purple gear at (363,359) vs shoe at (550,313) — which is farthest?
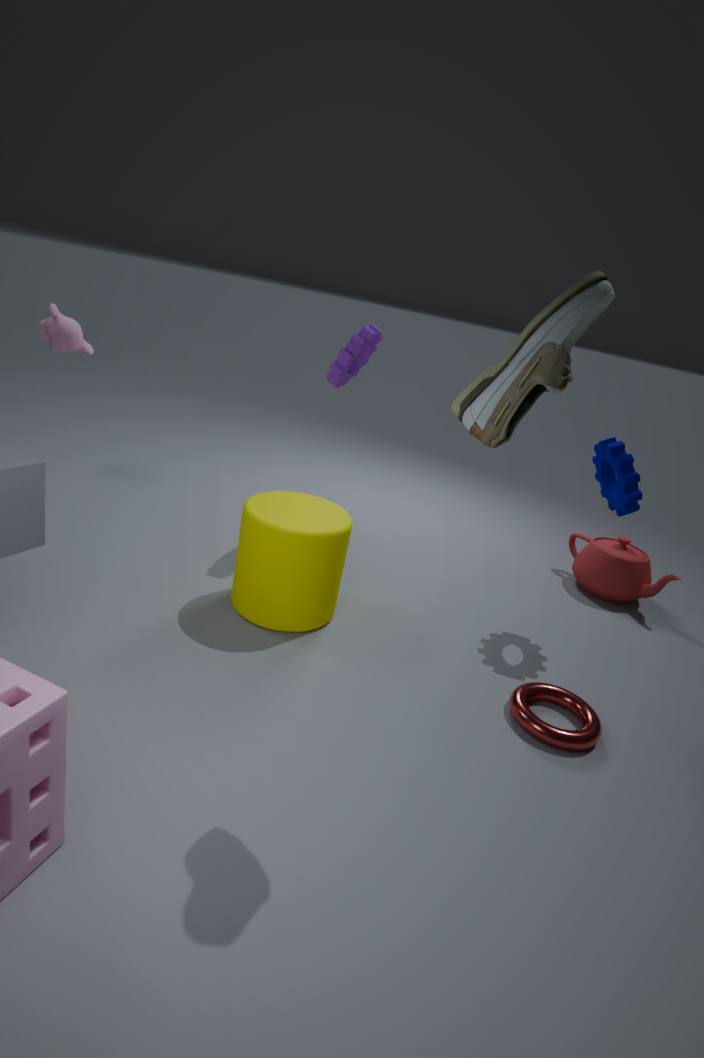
purple gear at (363,359)
